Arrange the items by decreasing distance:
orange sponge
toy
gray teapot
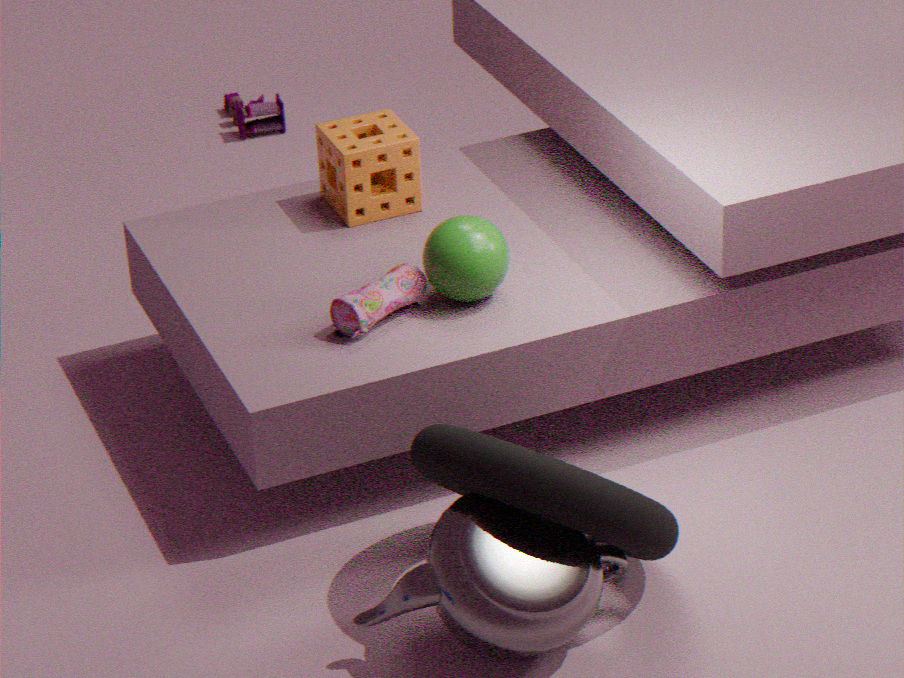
1. toy
2. orange sponge
3. gray teapot
